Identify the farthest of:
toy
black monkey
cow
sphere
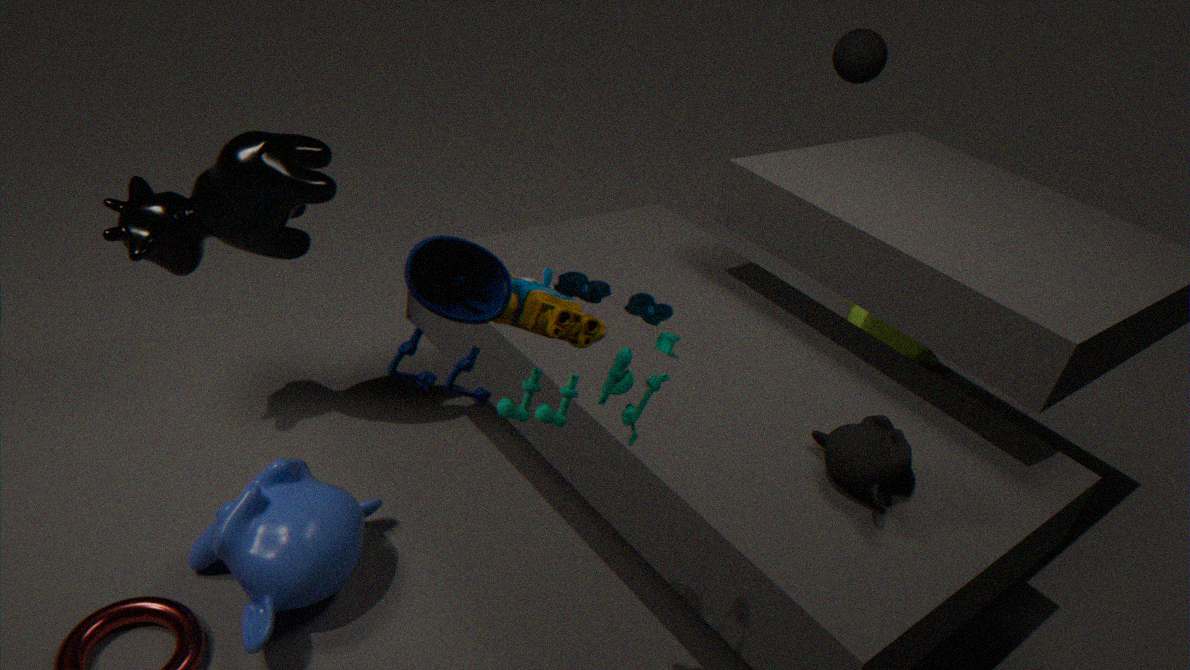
sphere
